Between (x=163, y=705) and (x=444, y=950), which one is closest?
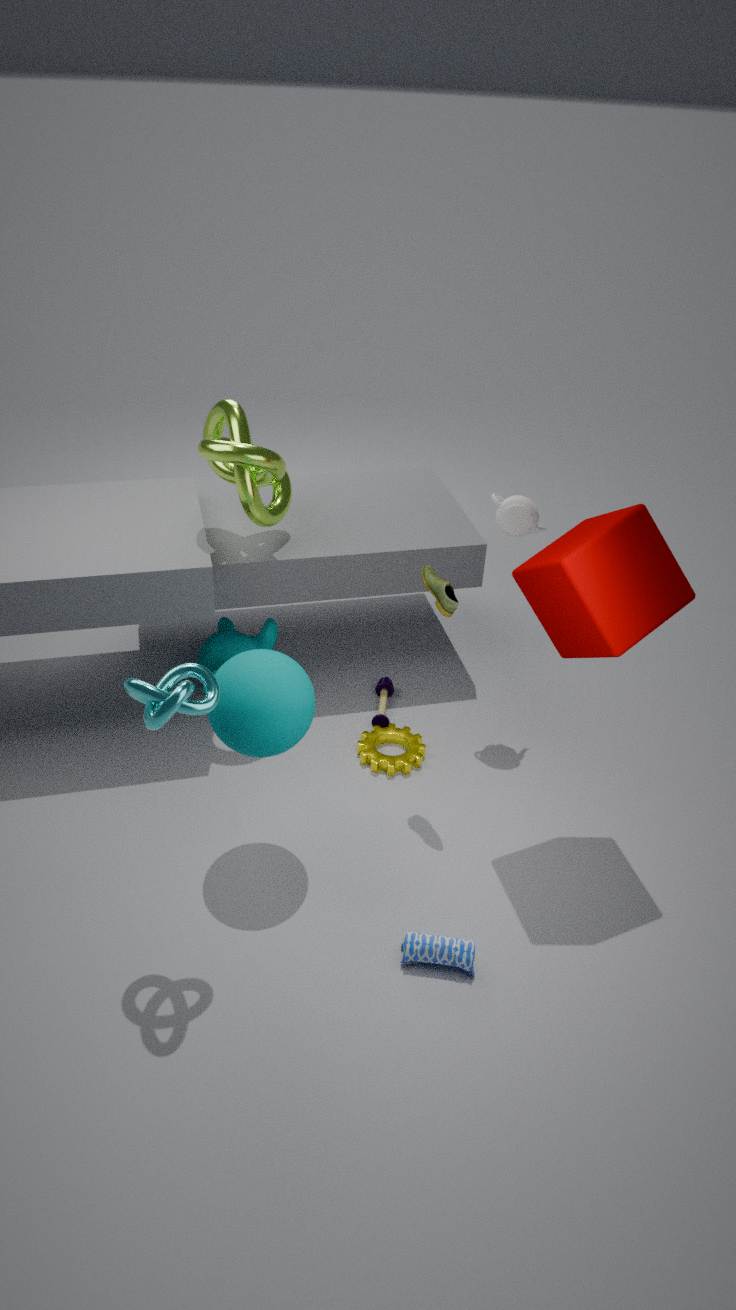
(x=163, y=705)
